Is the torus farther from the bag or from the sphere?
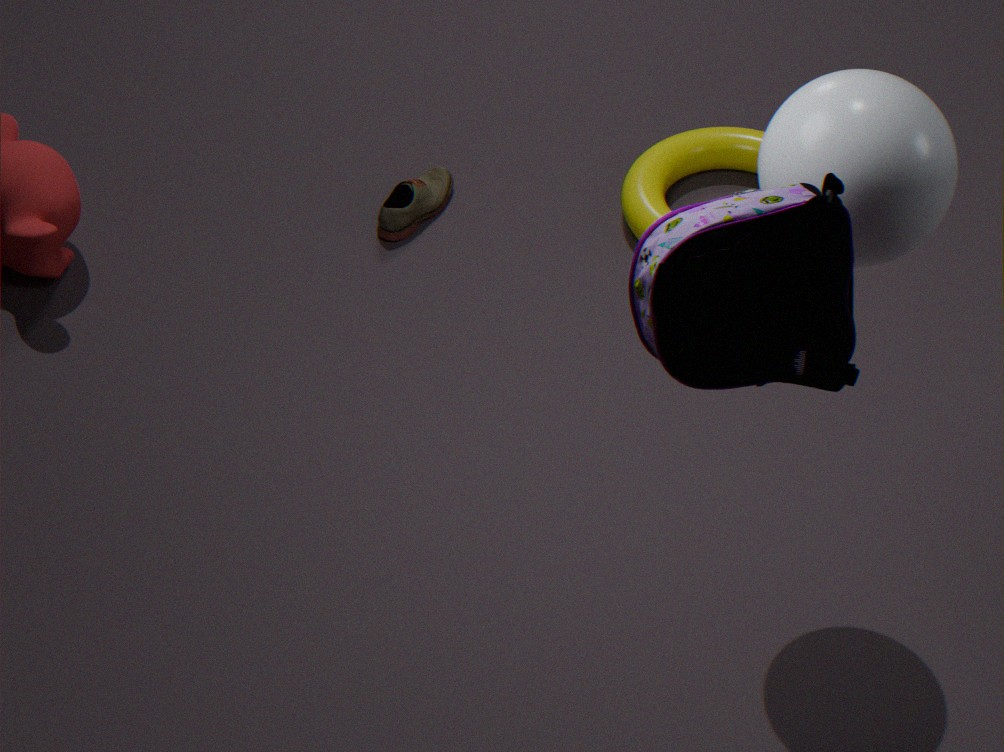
the bag
